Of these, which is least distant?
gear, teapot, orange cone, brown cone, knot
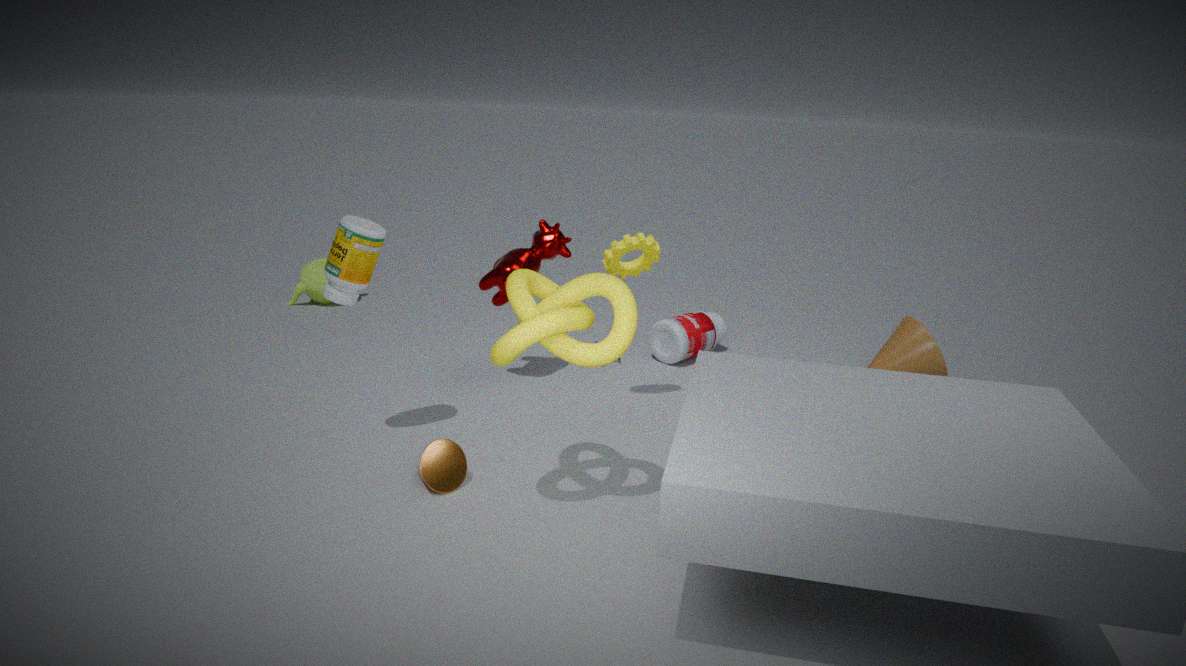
knot
